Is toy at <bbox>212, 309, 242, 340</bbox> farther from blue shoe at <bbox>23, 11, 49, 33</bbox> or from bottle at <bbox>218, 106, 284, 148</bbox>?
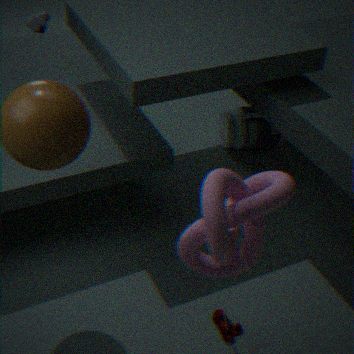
blue shoe at <bbox>23, 11, 49, 33</bbox>
